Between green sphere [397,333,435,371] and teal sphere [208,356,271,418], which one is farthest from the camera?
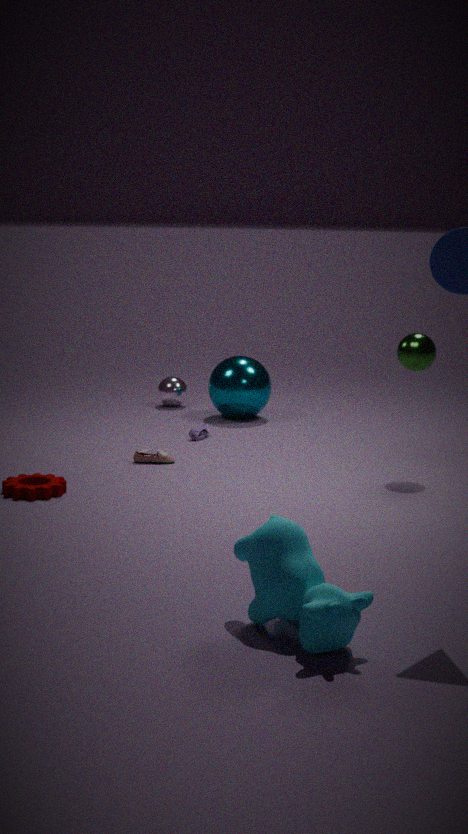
teal sphere [208,356,271,418]
